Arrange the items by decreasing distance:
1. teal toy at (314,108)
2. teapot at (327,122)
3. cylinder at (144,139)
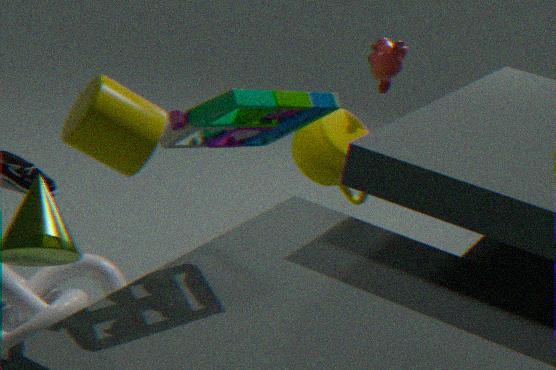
teapot at (327,122) < teal toy at (314,108) < cylinder at (144,139)
